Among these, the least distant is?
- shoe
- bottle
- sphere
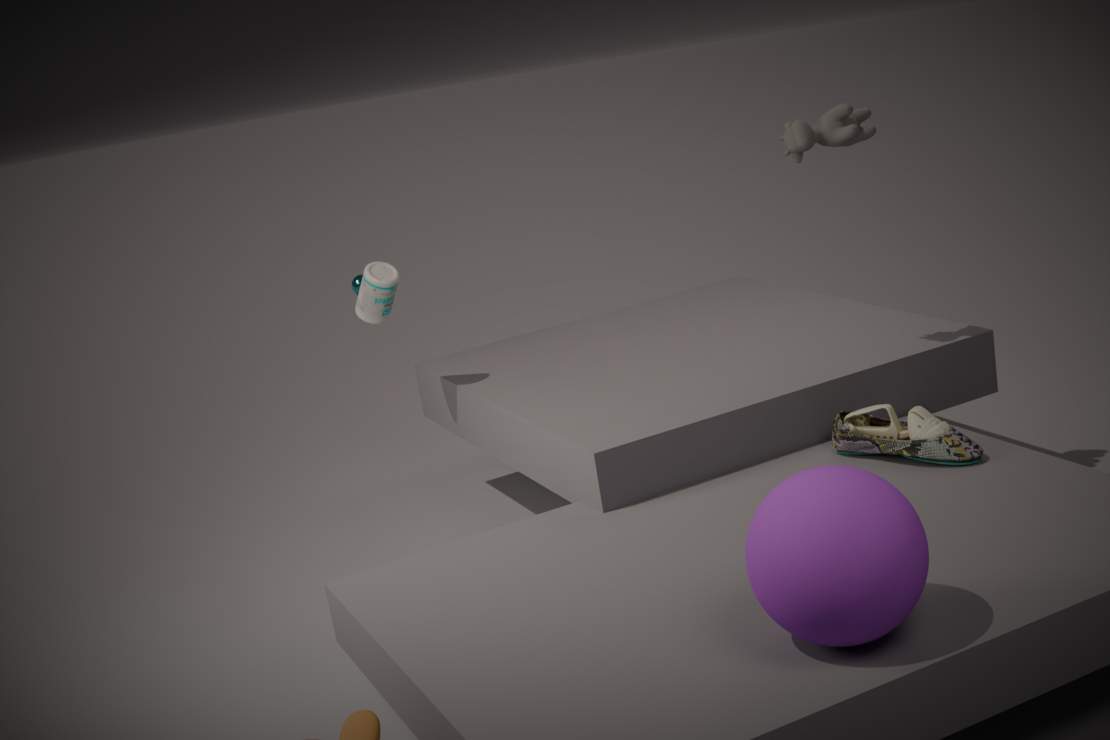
sphere
